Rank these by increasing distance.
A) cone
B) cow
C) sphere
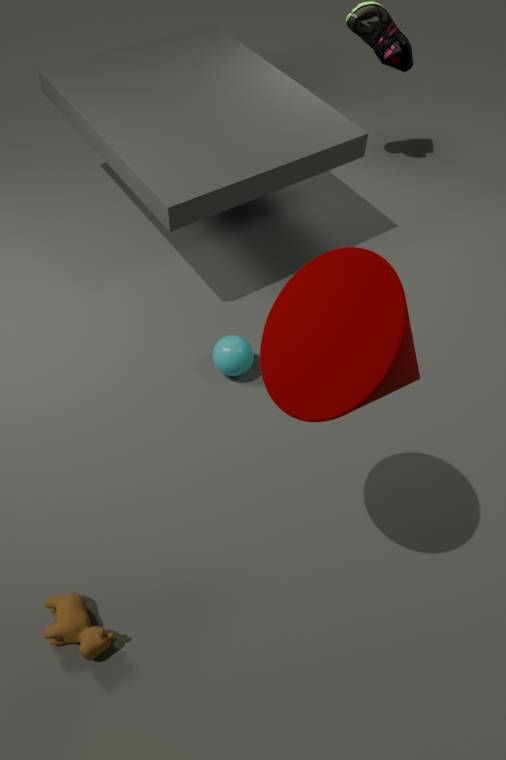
cone → cow → sphere
